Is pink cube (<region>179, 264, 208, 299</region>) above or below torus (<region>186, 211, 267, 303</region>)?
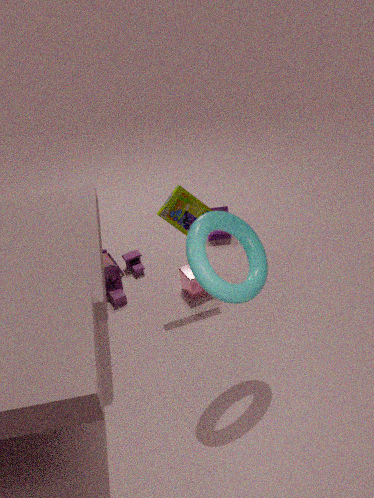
below
